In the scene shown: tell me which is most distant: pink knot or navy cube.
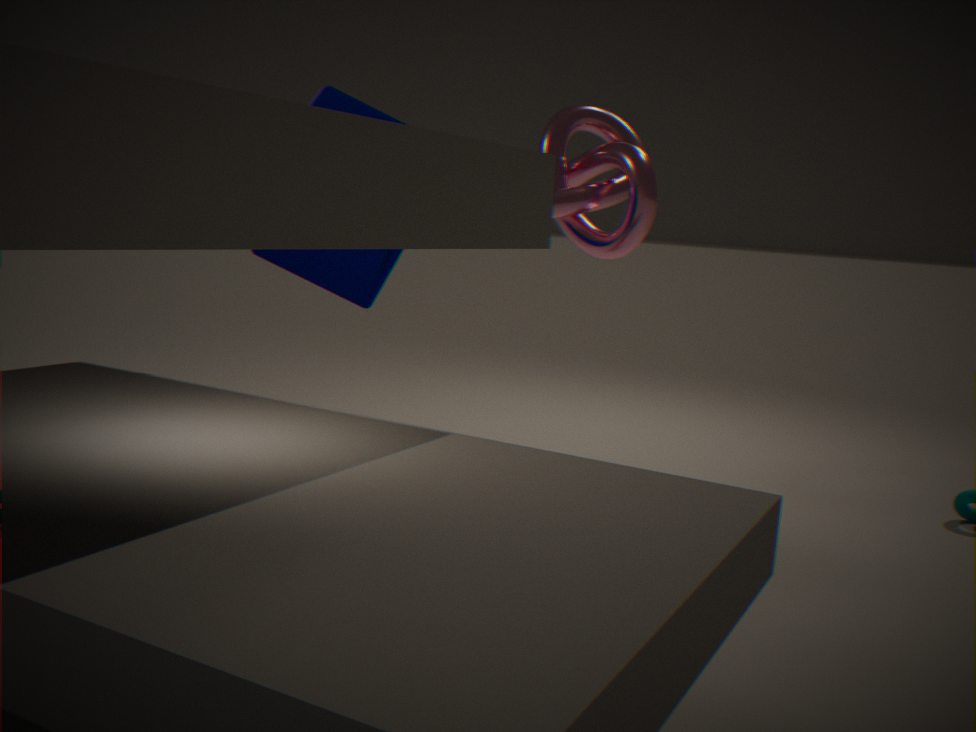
pink knot
